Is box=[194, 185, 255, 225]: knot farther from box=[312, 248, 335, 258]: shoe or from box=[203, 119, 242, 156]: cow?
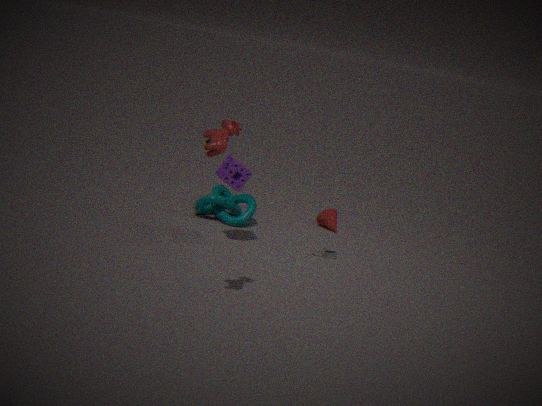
box=[203, 119, 242, 156]: cow
